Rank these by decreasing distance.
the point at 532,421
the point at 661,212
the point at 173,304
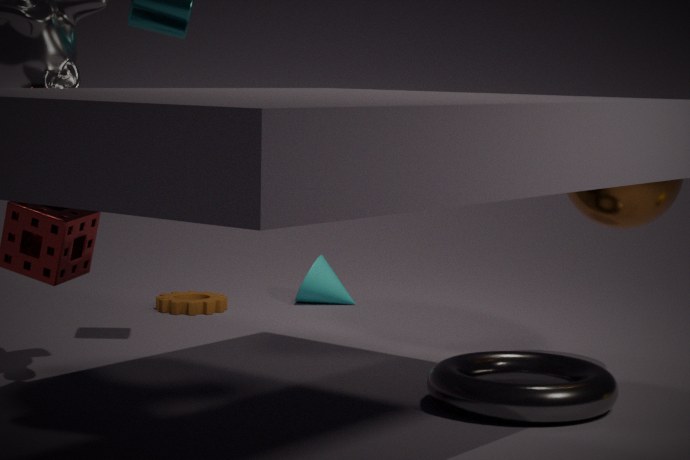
the point at 173,304, the point at 661,212, the point at 532,421
